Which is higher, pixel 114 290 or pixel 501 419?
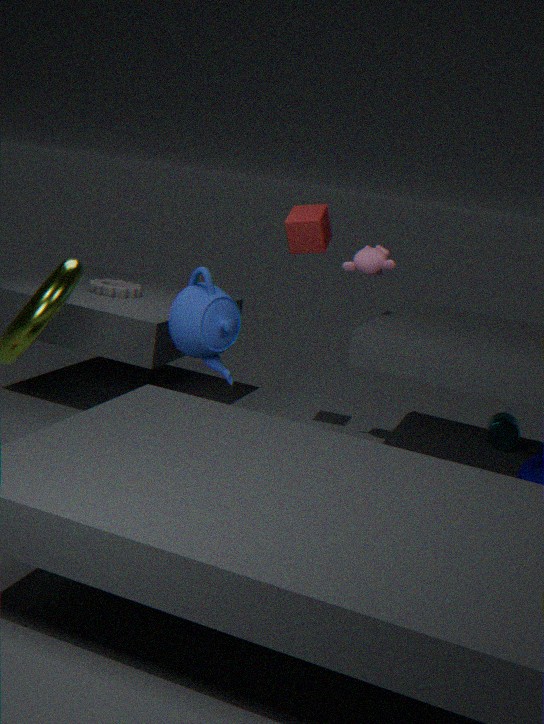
pixel 114 290
